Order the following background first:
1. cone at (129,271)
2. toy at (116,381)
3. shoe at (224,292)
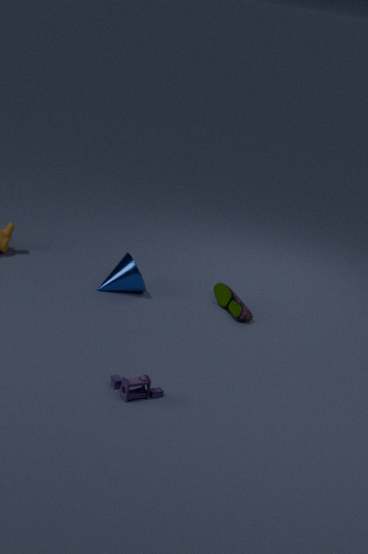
cone at (129,271)
shoe at (224,292)
toy at (116,381)
